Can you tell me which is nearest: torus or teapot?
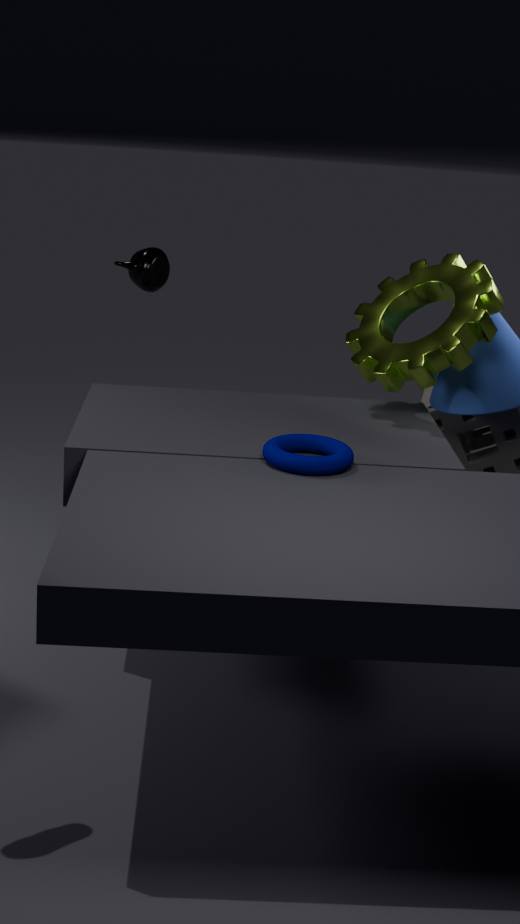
torus
